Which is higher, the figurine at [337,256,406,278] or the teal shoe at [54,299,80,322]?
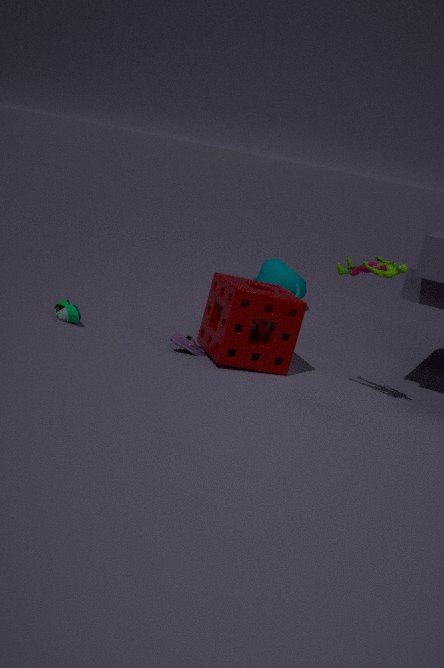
the figurine at [337,256,406,278]
